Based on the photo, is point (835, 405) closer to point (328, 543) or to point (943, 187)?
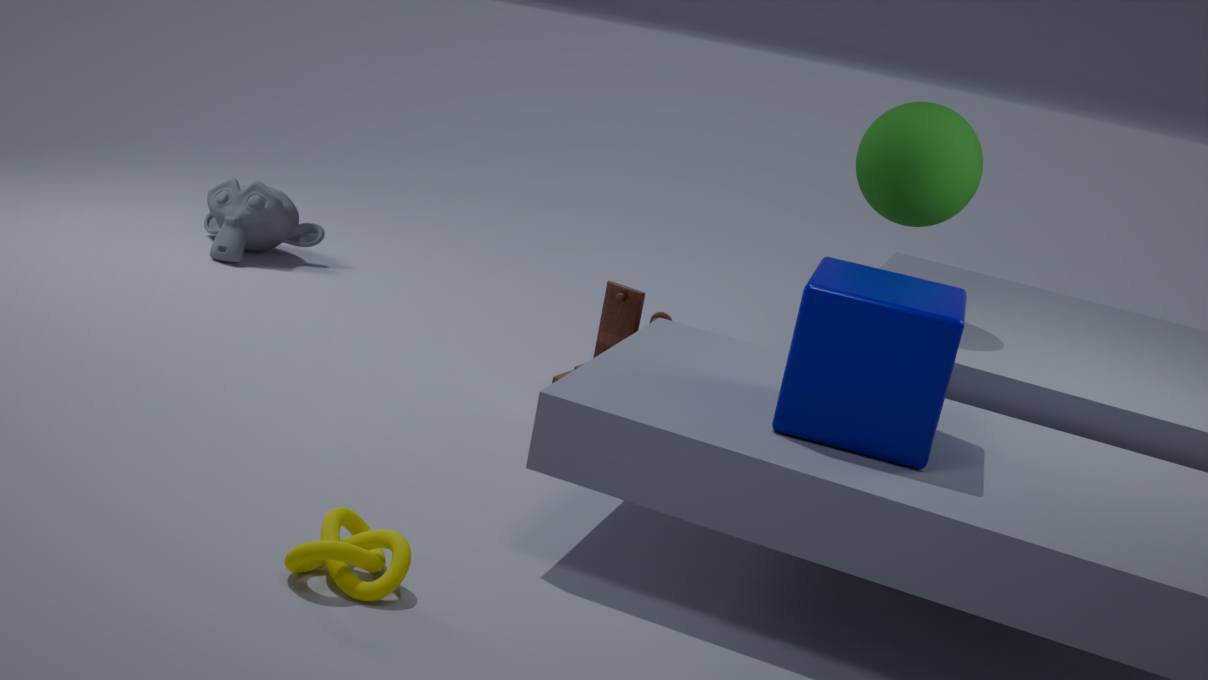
point (943, 187)
